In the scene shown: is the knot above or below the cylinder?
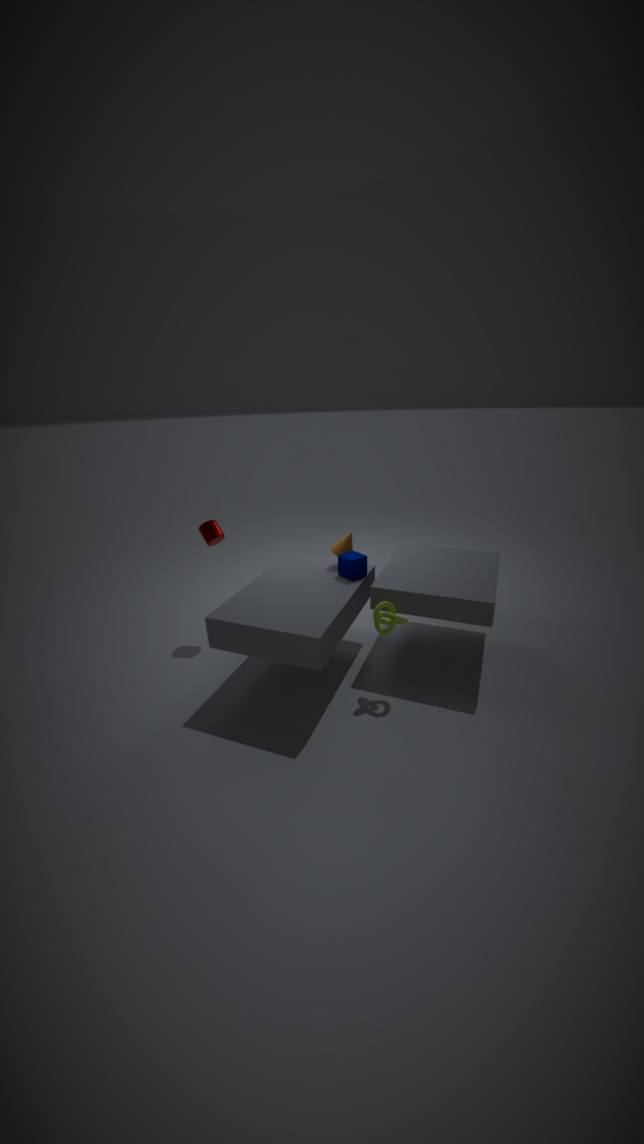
below
